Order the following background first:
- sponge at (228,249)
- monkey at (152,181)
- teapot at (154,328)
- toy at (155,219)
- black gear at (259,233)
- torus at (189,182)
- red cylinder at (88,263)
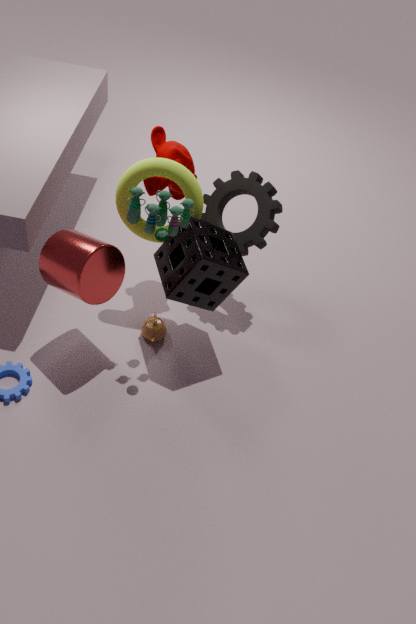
teapot at (154,328) → black gear at (259,233) → monkey at (152,181) → torus at (189,182) → sponge at (228,249) → red cylinder at (88,263) → toy at (155,219)
